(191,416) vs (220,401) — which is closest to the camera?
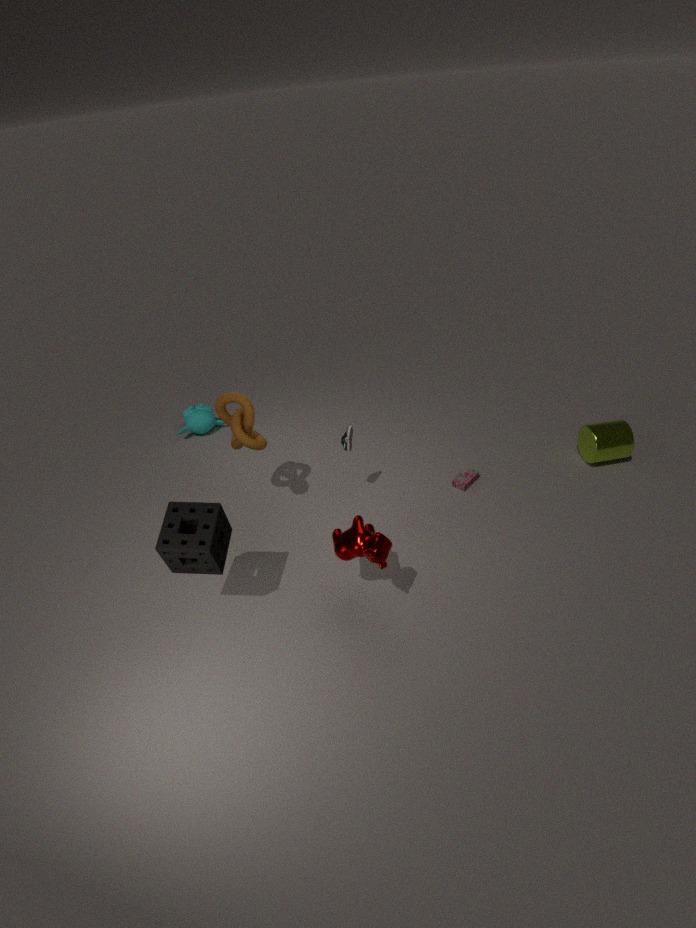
(220,401)
